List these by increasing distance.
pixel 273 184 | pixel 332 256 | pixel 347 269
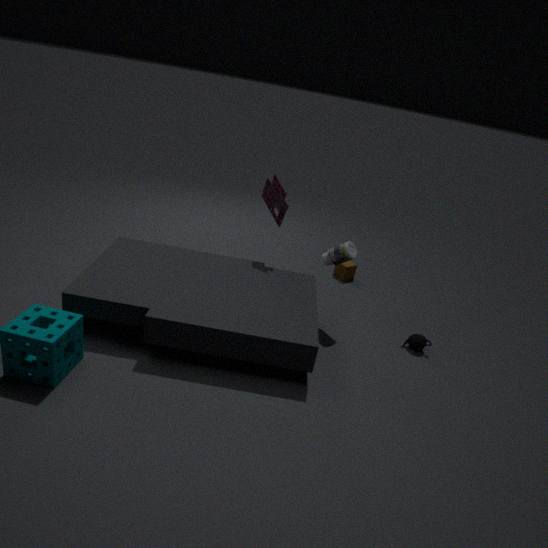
pixel 332 256 → pixel 273 184 → pixel 347 269
